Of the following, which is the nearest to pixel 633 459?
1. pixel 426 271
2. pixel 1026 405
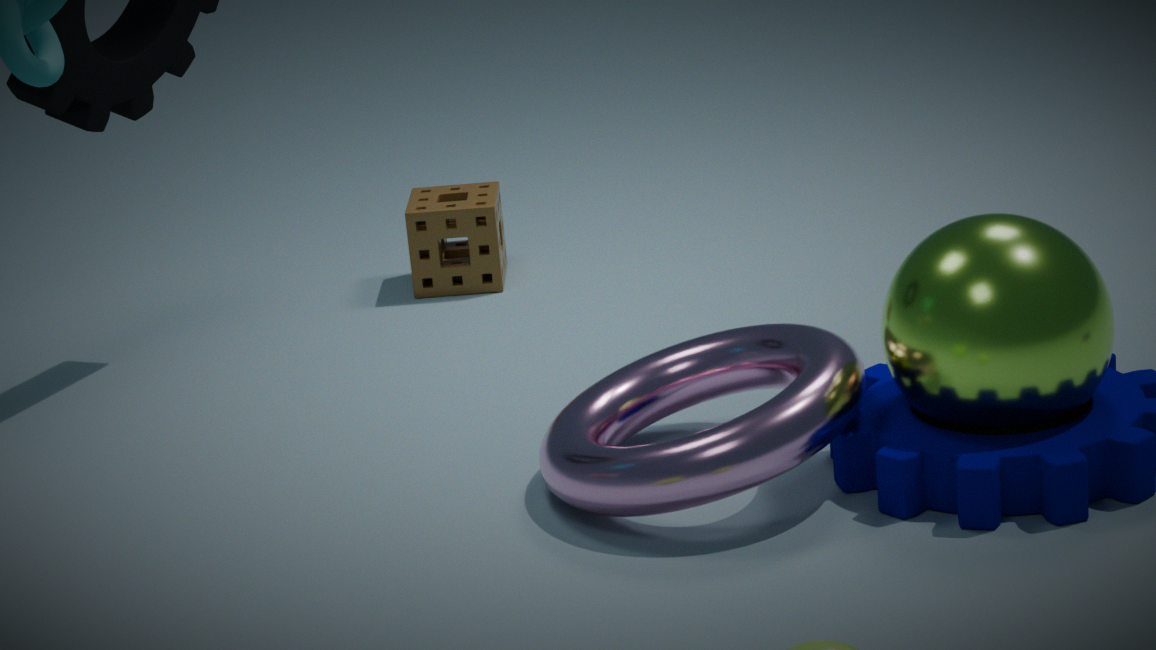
pixel 1026 405
